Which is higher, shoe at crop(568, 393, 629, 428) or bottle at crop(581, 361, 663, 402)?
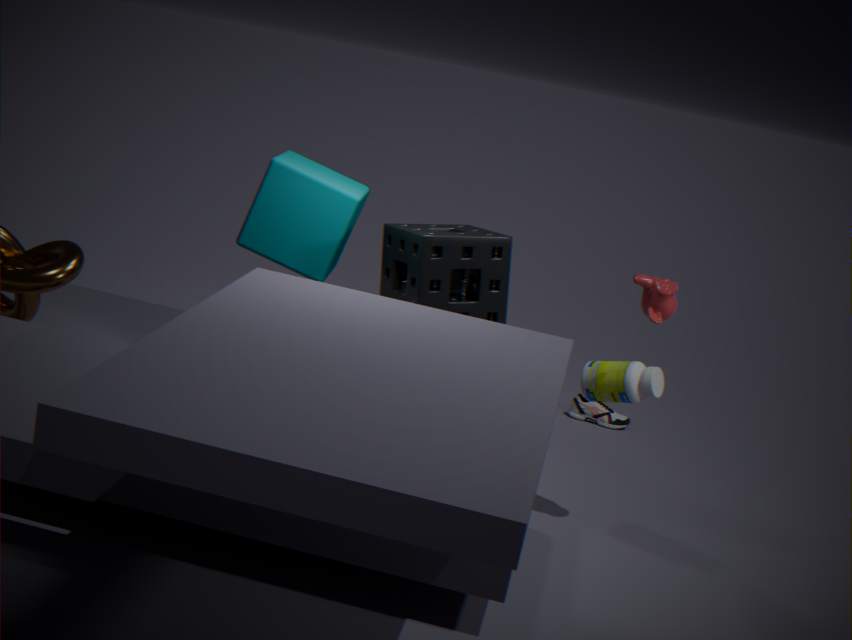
bottle at crop(581, 361, 663, 402)
